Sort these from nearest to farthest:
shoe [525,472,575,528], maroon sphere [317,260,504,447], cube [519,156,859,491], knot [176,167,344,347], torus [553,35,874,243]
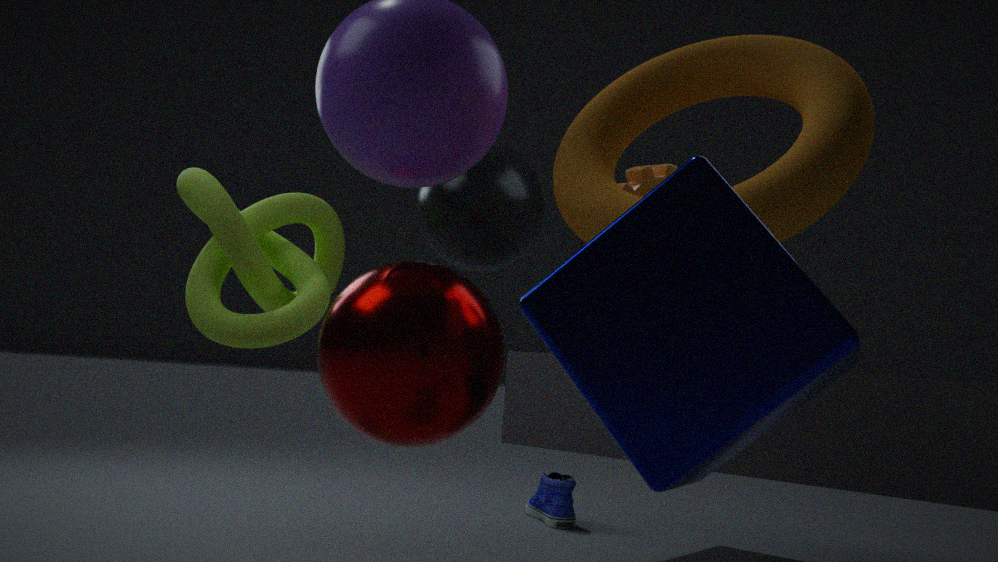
cube [519,156,859,491]
torus [553,35,874,243]
maroon sphere [317,260,504,447]
knot [176,167,344,347]
shoe [525,472,575,528]
